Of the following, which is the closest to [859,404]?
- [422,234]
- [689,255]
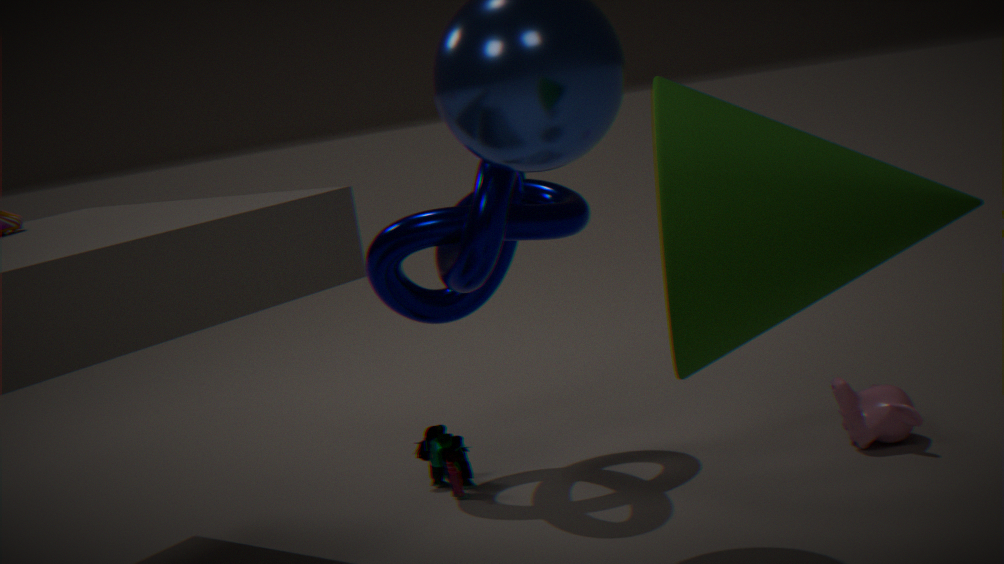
[422,234]
